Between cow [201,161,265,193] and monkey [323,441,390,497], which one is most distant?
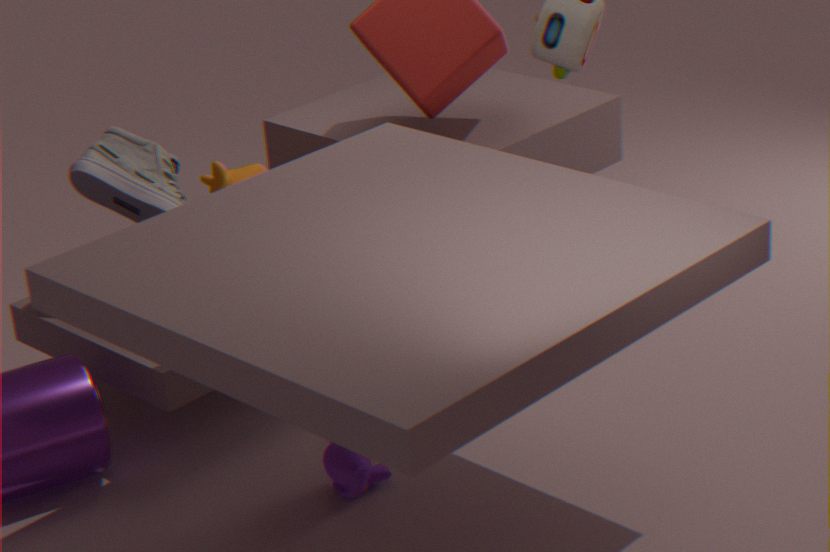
cow [201,161,265,193]
